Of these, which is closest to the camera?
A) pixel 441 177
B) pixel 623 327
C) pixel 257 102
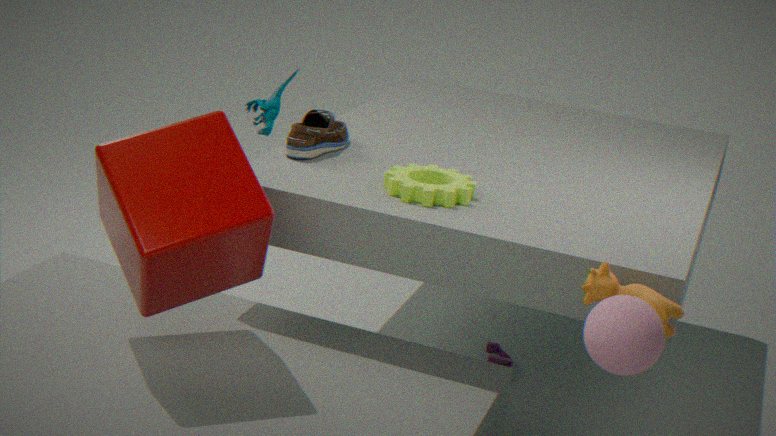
pixel 623 327
